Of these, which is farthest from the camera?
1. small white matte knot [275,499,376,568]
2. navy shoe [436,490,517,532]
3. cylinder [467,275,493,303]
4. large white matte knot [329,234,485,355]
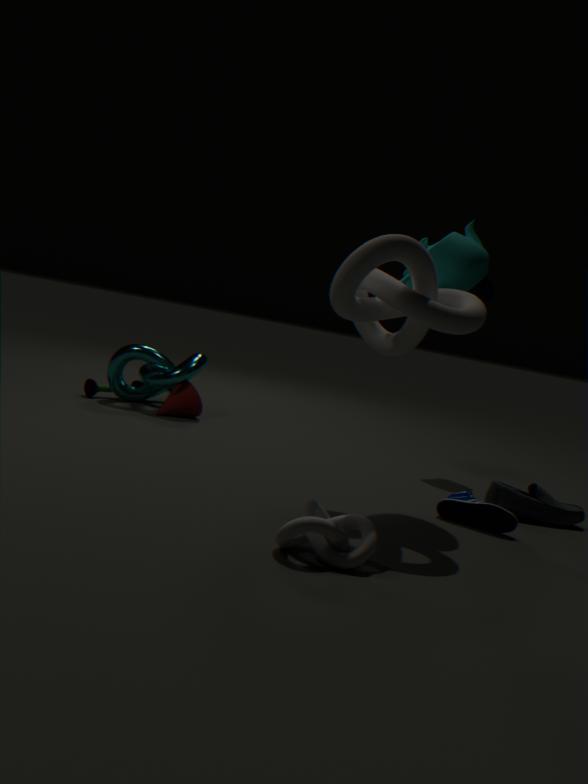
cylinder [467,275,493,303]
